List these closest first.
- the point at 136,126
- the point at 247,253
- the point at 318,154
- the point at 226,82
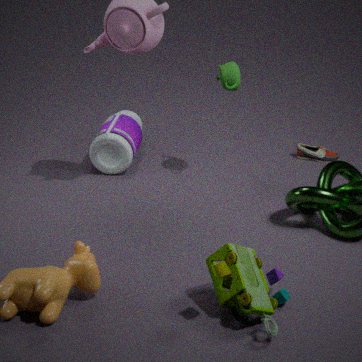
the point at 247,253
the point at 226,82
the point at 318,154
the point at 136,126
